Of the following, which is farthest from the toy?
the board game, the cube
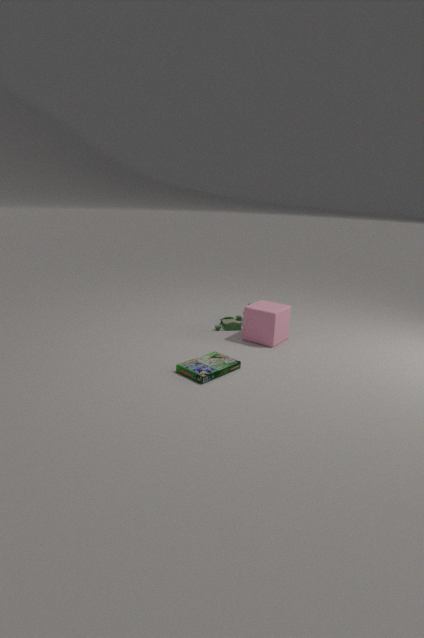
the board game
